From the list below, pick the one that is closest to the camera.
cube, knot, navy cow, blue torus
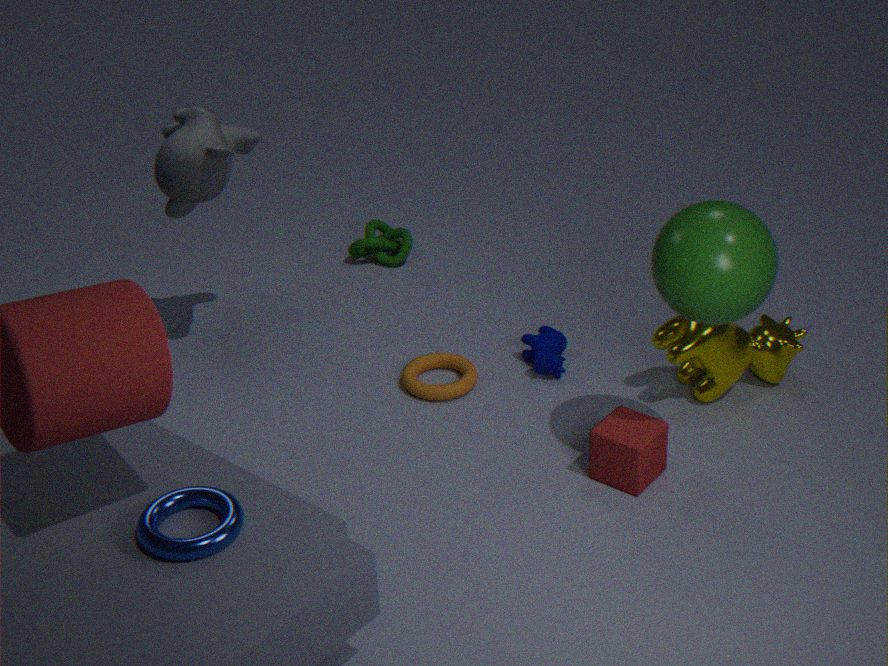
blue torus
